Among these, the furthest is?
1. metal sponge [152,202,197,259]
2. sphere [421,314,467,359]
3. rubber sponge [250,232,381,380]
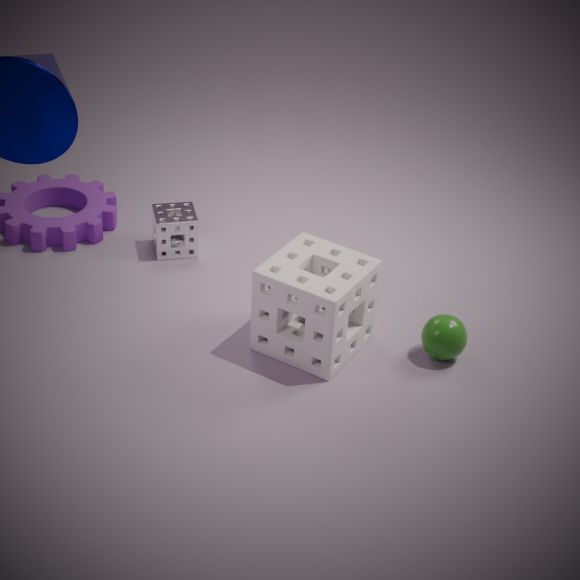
metal sponge [152,202,197,259]
